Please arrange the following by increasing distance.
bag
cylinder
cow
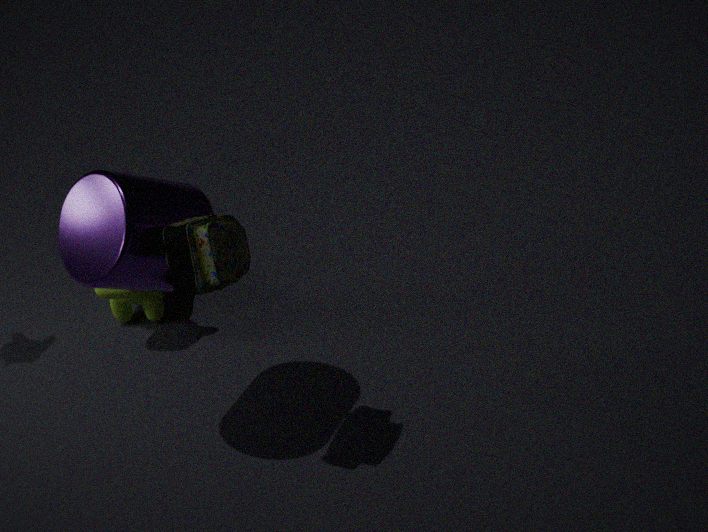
bag → cylinder → cow
